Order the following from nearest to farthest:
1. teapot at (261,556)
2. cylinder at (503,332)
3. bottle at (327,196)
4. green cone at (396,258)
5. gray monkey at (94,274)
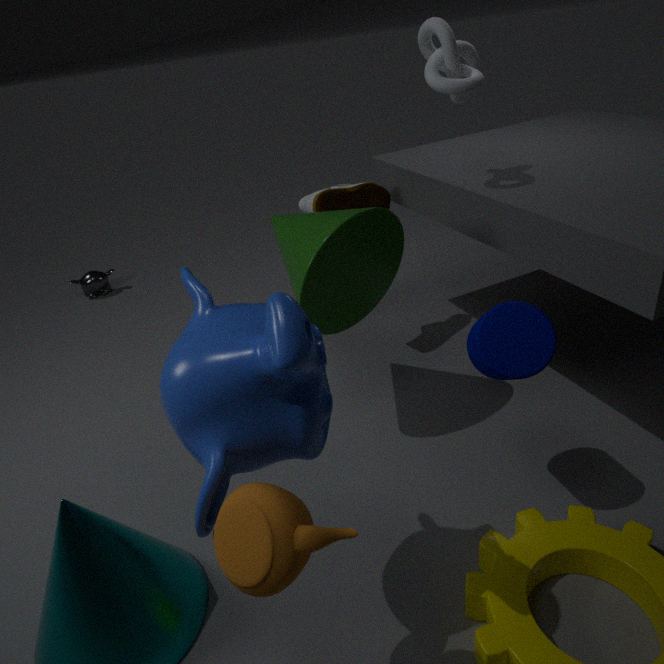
teapot at (261,556), cylinder at (503,332), green cone at (396,258), bottle at (327,196), gray monkey at (94,274)
